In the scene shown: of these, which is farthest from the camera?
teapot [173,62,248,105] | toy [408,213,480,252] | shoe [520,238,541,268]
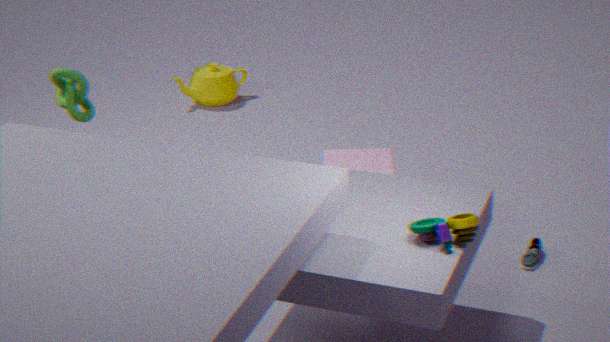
teapot [173,62,248,105]
